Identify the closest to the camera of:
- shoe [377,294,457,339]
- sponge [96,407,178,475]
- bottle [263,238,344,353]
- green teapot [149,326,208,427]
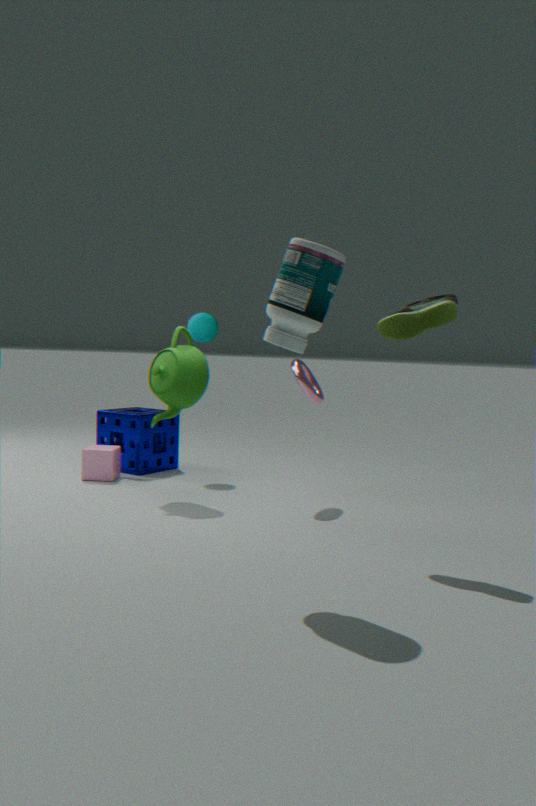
bottle [263,238,344,353]
